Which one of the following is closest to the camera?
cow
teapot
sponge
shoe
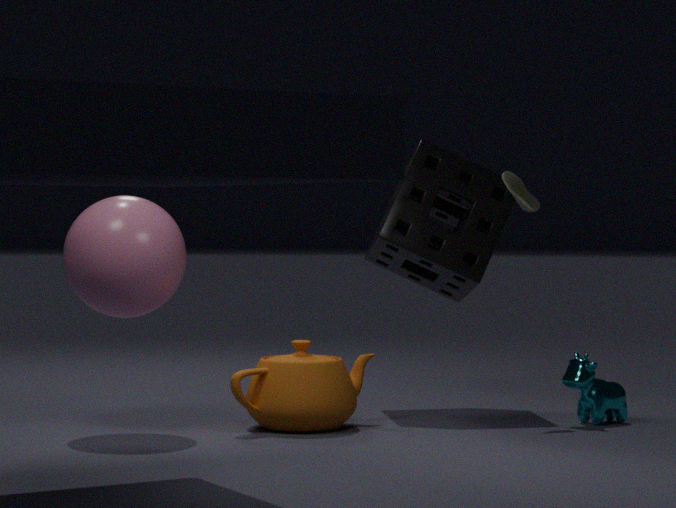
teapot
